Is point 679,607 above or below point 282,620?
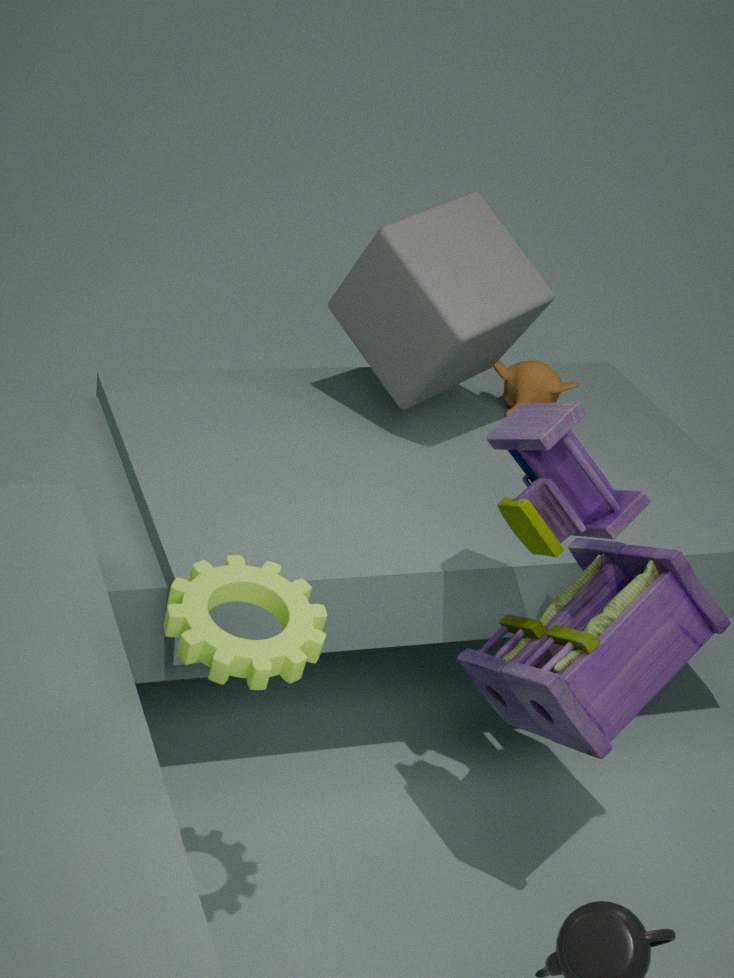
below
